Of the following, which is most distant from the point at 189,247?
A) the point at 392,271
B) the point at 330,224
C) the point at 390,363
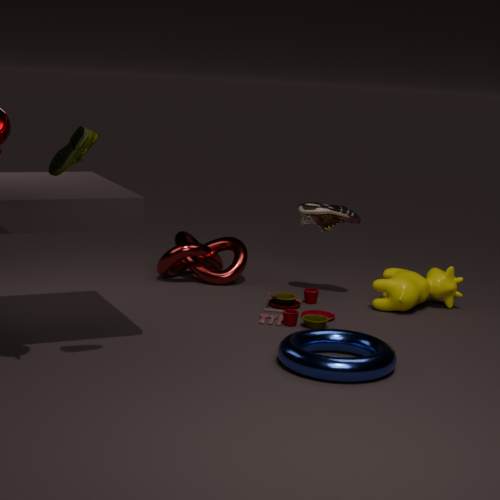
the point at 390,363
